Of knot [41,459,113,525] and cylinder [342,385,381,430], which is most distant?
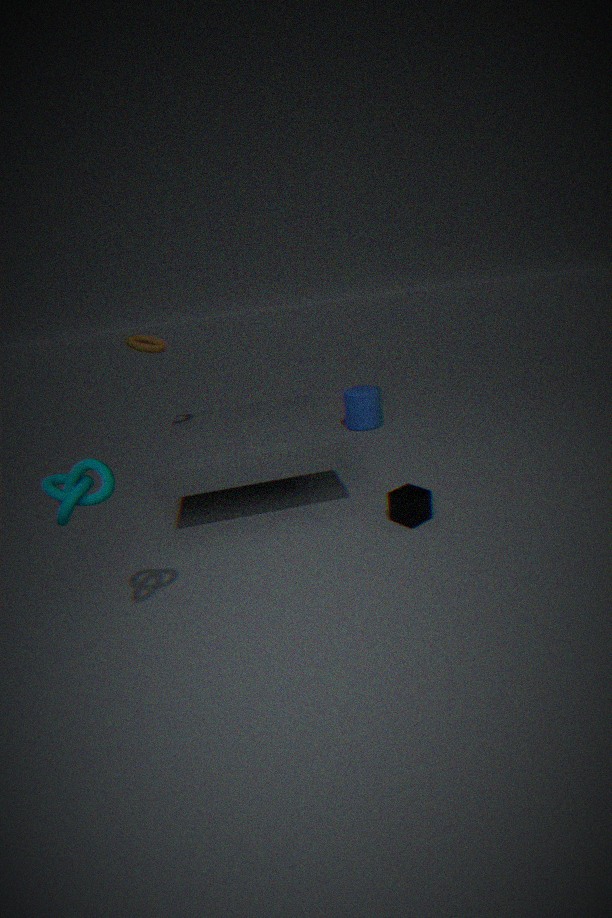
cylinder [342,385,381,430]
